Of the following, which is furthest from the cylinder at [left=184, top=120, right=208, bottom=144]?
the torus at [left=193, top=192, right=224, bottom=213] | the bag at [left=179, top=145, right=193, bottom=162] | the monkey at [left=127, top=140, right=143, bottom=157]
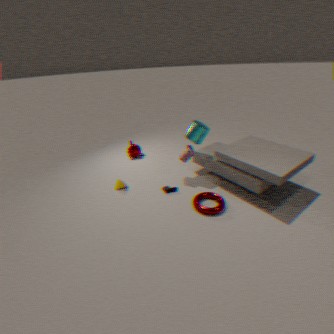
the monkey at [left=127, top=140, right=143, bottom=157]
